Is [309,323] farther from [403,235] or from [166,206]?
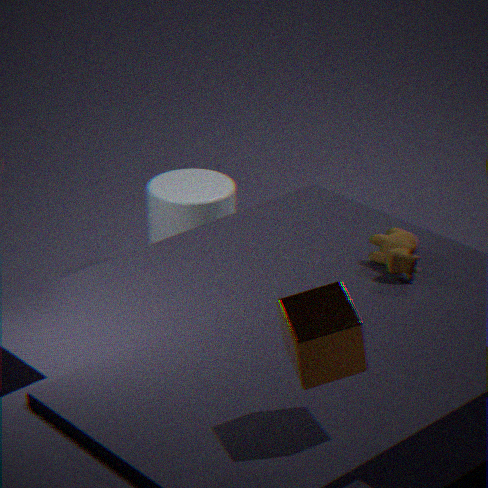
[166,206]
